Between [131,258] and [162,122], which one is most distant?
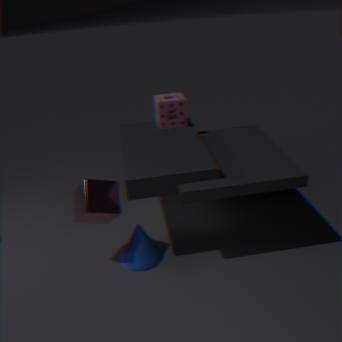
[162,122]
